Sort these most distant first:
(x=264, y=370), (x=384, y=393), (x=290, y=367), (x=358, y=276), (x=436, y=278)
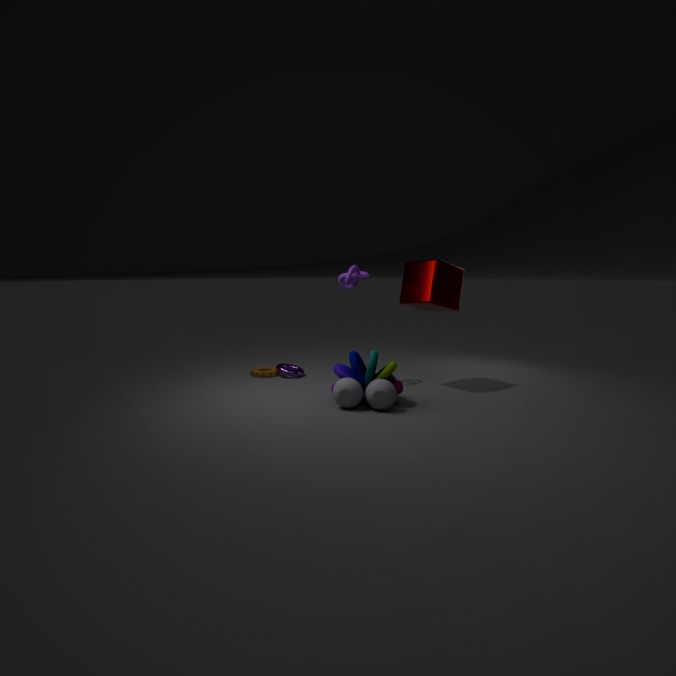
(x=264, y=370) < (x=290, y=367) < (x=358, y=276) < (x=436, y=278) < (x=384, y=393)
